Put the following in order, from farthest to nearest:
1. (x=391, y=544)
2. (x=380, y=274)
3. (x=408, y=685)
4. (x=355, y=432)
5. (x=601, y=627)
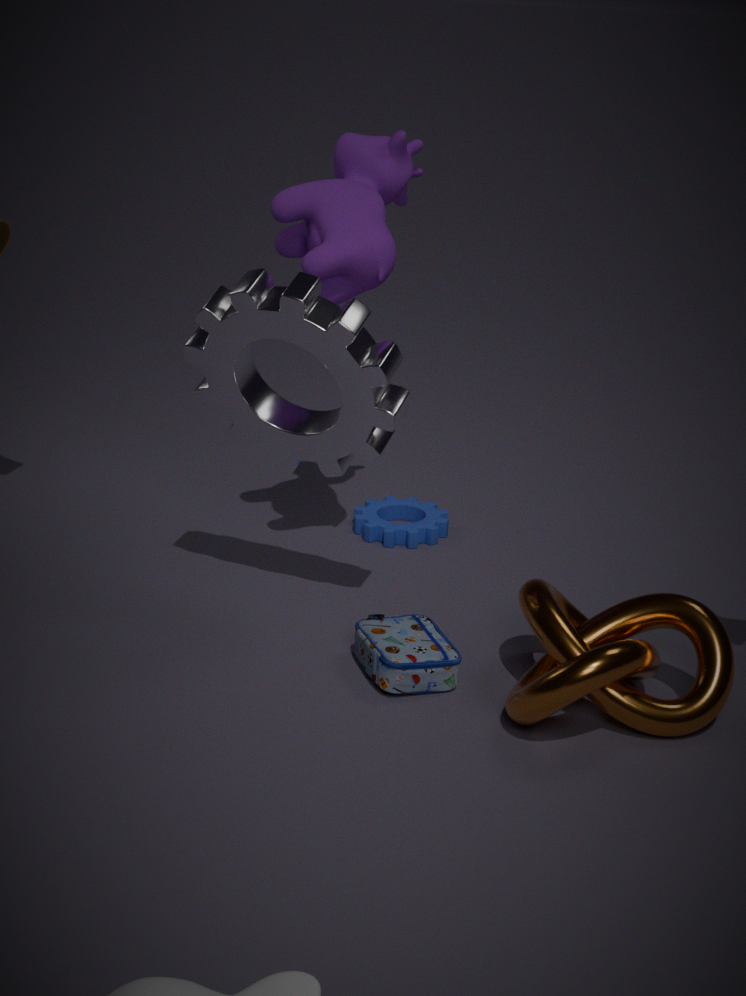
1. (x=391, y=544)
2. (x=380, y=274)
3. (x=355, y=432)
4. (x=601, y=627)
5. (x=408, y=685)
